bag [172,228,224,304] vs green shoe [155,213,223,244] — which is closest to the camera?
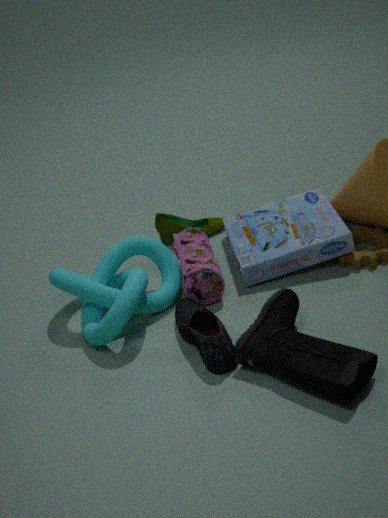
Answer: bag [172,228,224,304]
